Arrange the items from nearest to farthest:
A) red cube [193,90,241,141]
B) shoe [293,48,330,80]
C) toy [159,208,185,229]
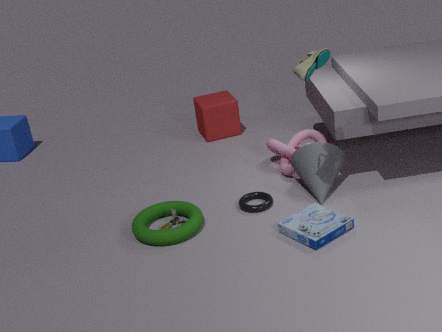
1. shoe [293,48,330,80]
2. toy [159,208,185,229]
3. red cube [193,90,241,141]
